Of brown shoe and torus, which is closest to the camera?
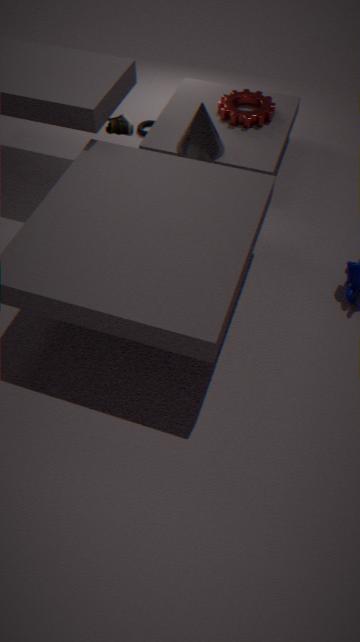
brown shoe
